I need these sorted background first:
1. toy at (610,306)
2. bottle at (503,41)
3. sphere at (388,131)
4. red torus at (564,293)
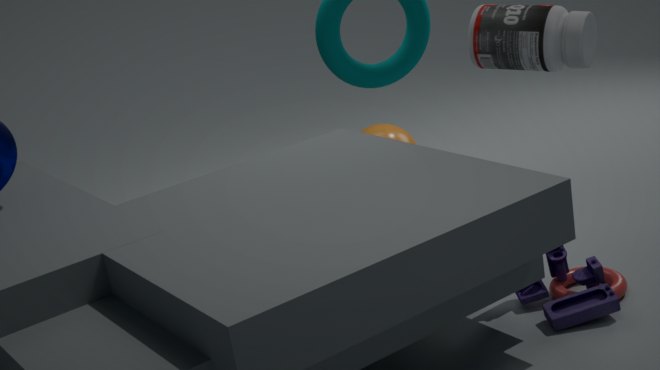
1. sphere at (388,131)
2. bottle at (503,41)
3. red torus at (564,293)
4. toy at (610,306)
